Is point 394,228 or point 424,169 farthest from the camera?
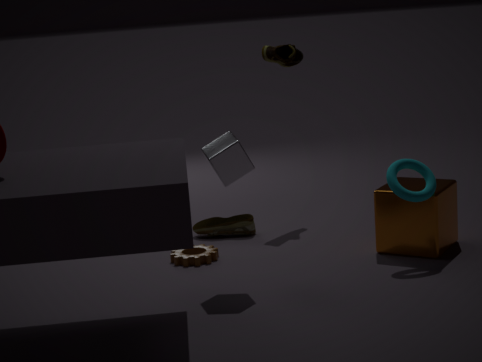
point 394,228
